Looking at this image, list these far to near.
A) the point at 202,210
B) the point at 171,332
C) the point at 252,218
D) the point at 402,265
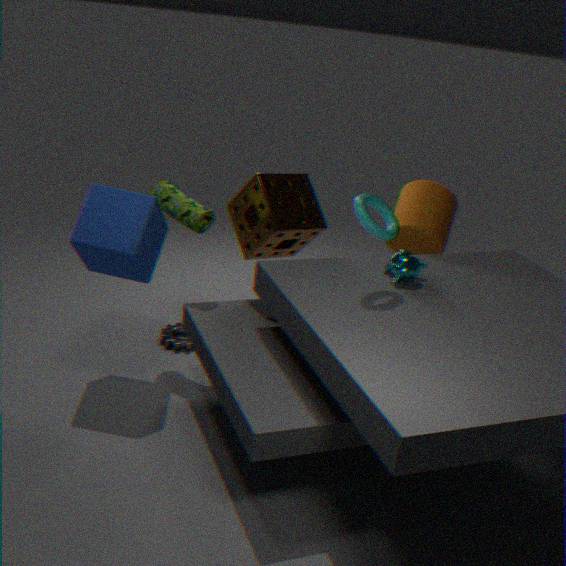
the point at 171,332
the point at 252,218
the point at 202,210
the point at 402,265
